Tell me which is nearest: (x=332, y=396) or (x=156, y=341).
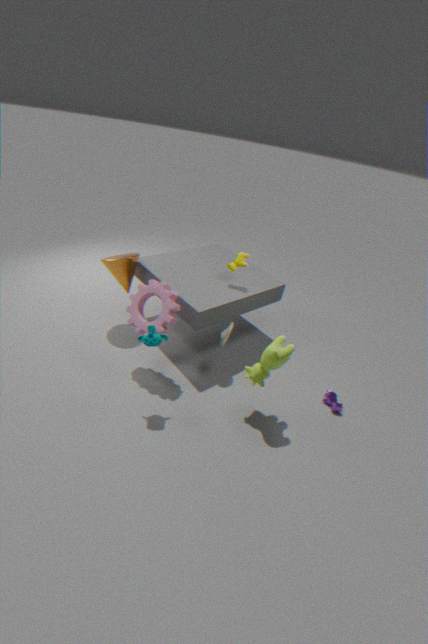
(x=156, y=341)
